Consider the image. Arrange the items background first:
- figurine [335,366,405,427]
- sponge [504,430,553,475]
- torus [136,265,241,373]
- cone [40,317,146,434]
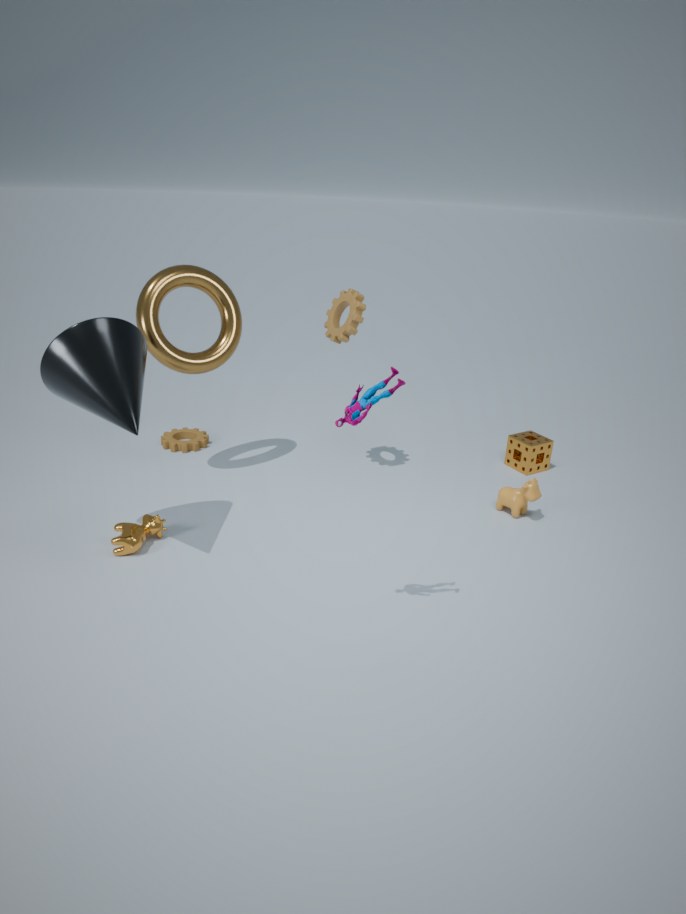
sponge [504,430,553,475], torus [136,265,241,373], cone [40,317,146,434], figurine [335,366,405,427]
